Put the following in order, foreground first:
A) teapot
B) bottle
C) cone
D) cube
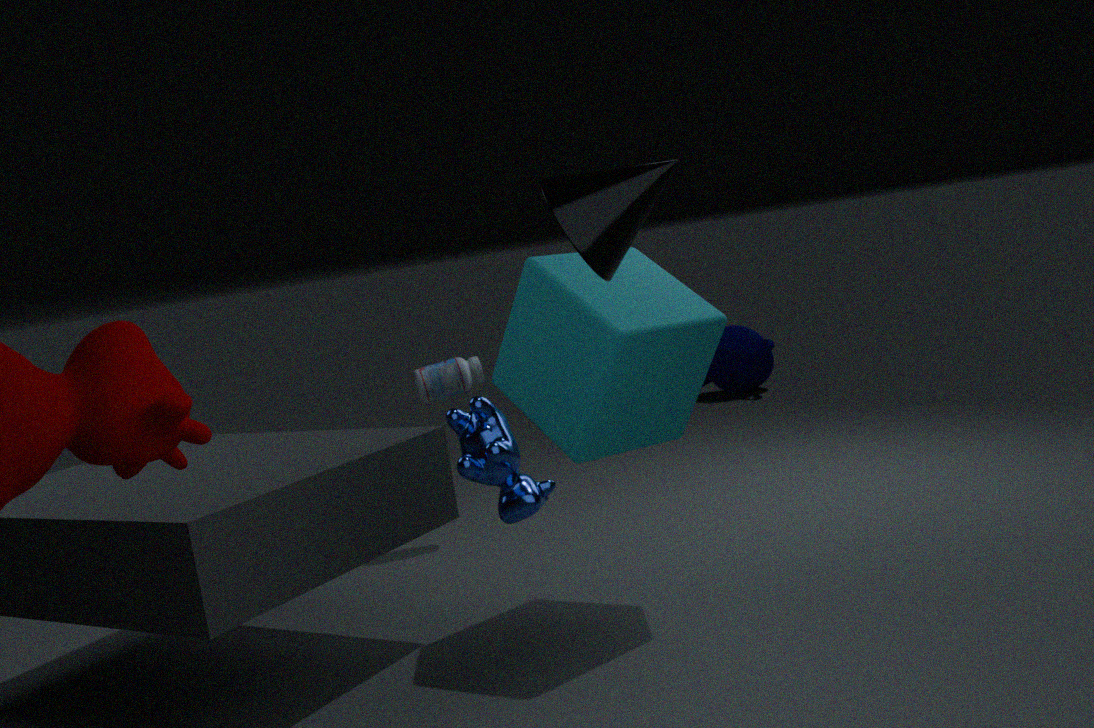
cone, cube, bottle, teapot
